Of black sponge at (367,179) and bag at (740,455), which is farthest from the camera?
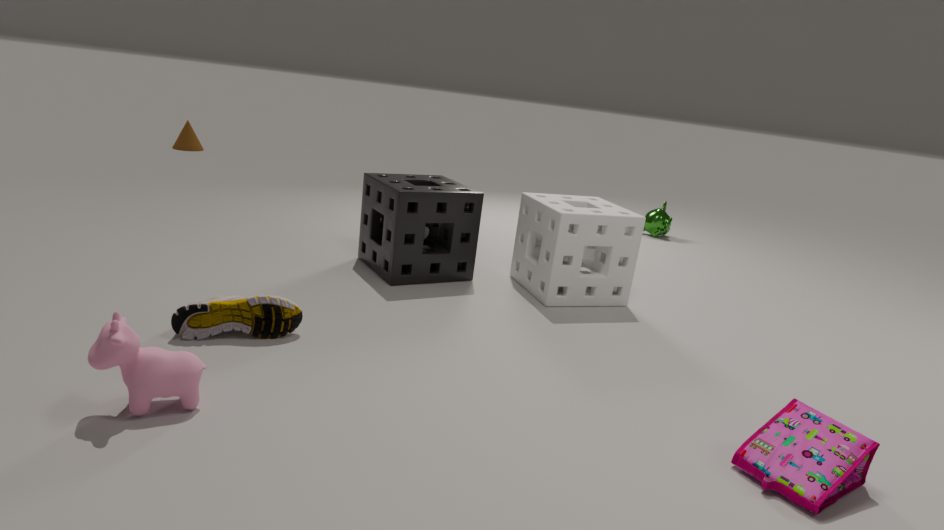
black sponge at (367,179)
